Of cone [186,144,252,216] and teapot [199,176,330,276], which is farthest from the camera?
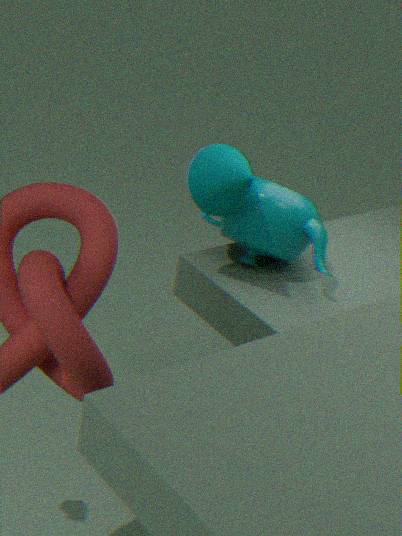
teapot [199,176,330,276]
